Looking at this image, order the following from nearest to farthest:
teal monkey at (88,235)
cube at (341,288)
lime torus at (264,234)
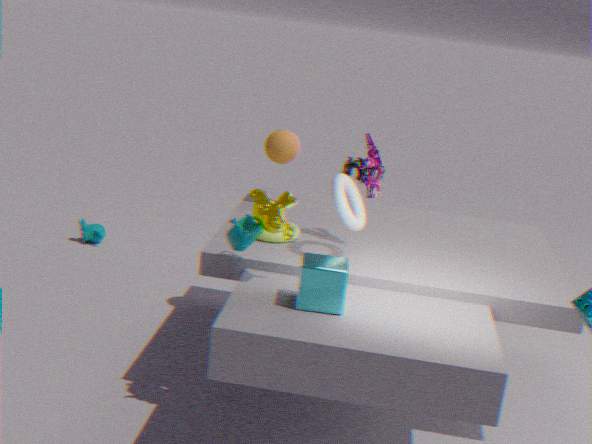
cube at (341,288), lime torus at (264,234), teal monkey at (88,235)
